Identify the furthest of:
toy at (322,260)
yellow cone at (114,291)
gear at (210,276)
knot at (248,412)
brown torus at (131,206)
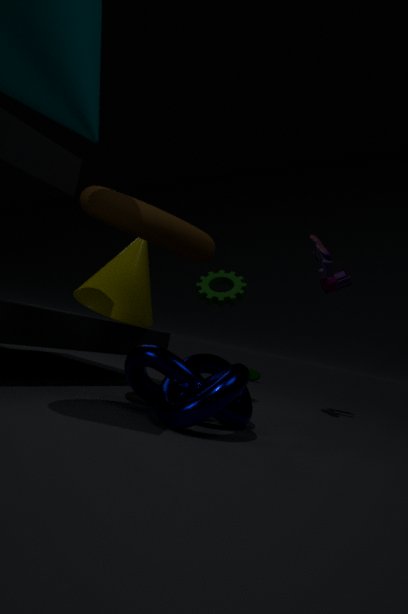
toy at (322,260)
